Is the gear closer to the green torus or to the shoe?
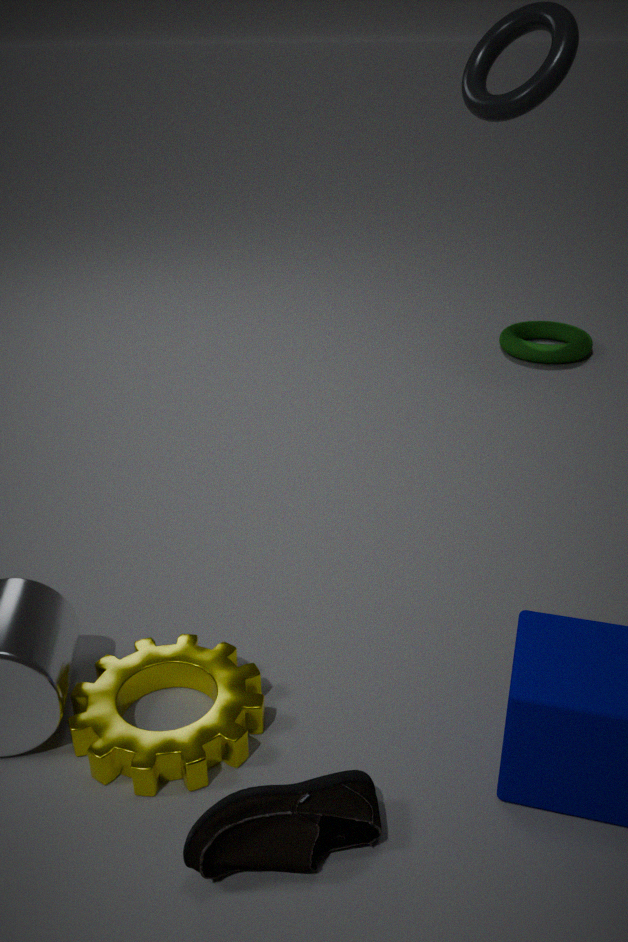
the shoe
